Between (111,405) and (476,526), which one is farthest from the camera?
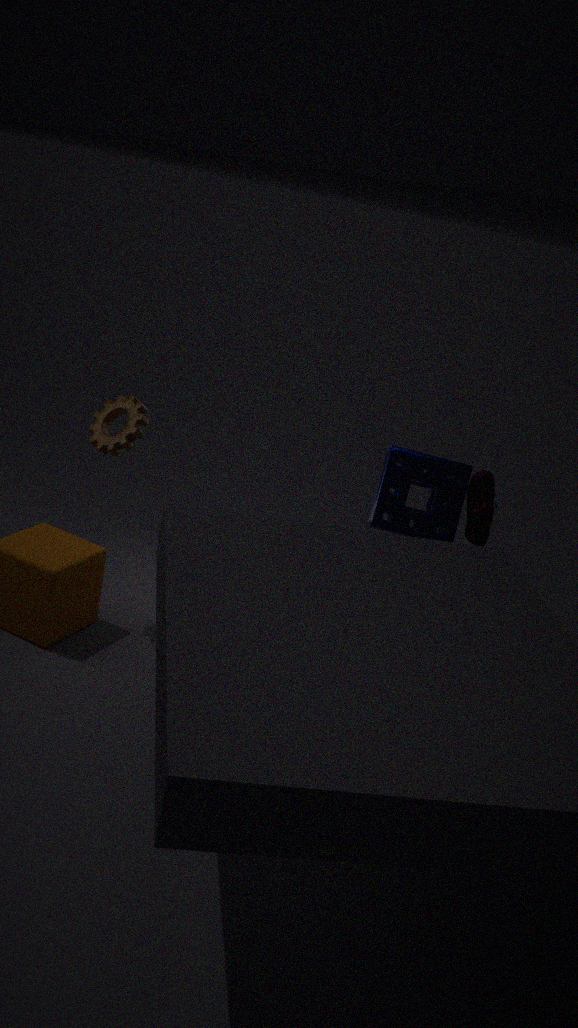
(476,526)
